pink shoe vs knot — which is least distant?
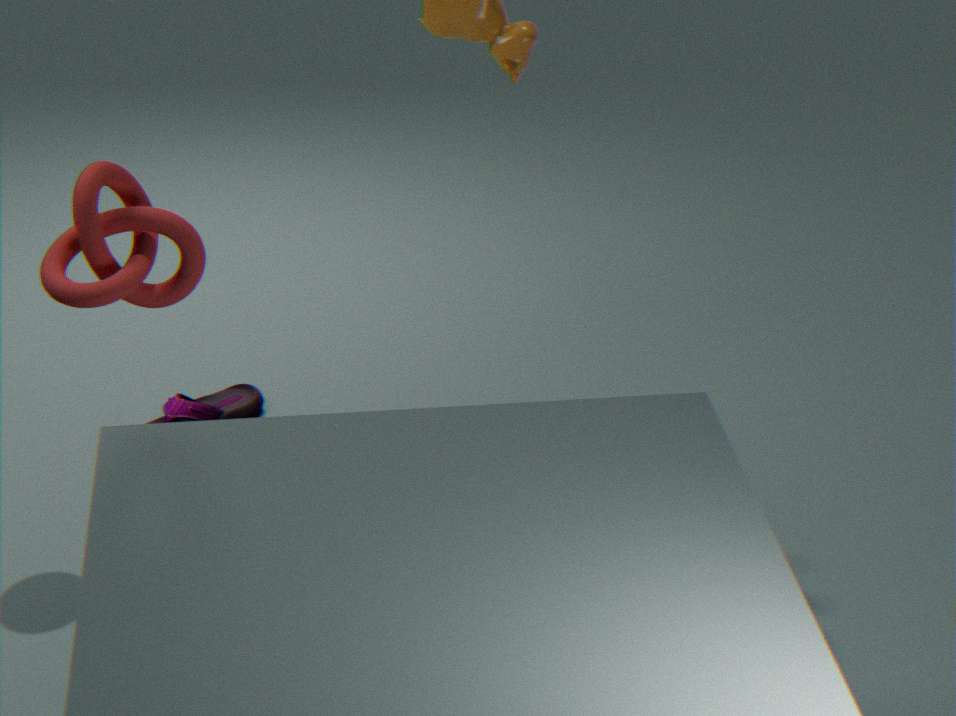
knot
